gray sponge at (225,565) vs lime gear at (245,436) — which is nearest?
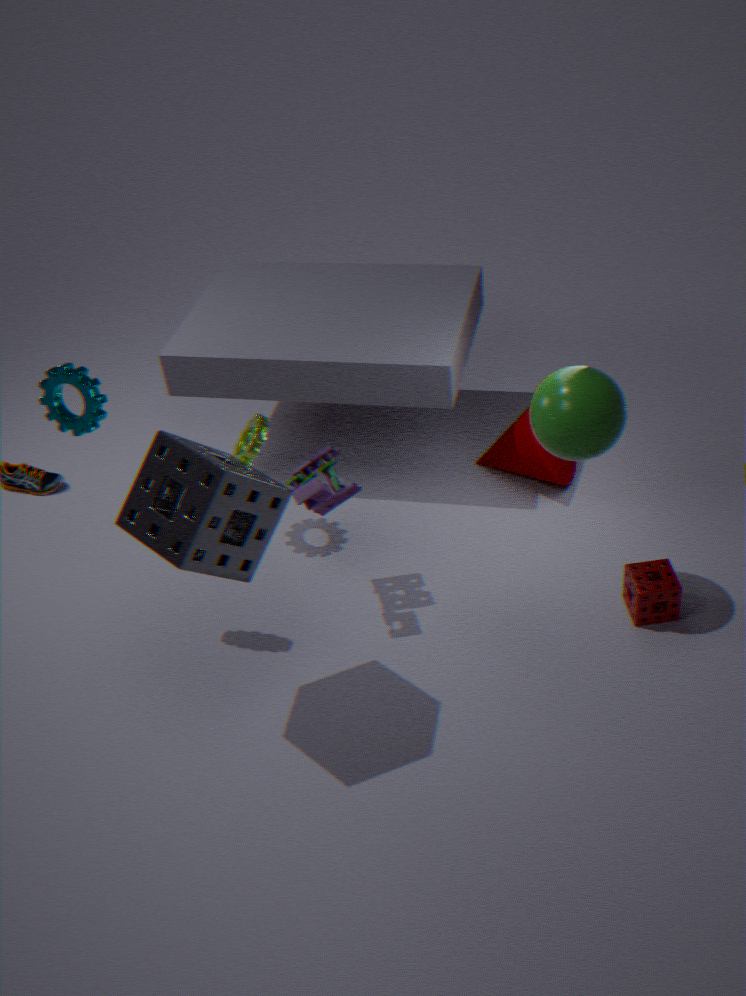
gray sponge at (225,565)
